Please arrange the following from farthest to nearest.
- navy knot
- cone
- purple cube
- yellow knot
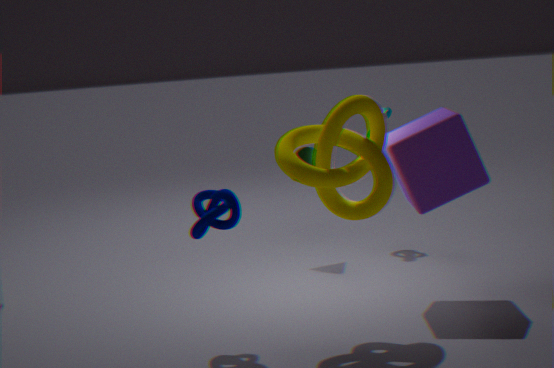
cone
purple cube
navy knot
yellow knot
